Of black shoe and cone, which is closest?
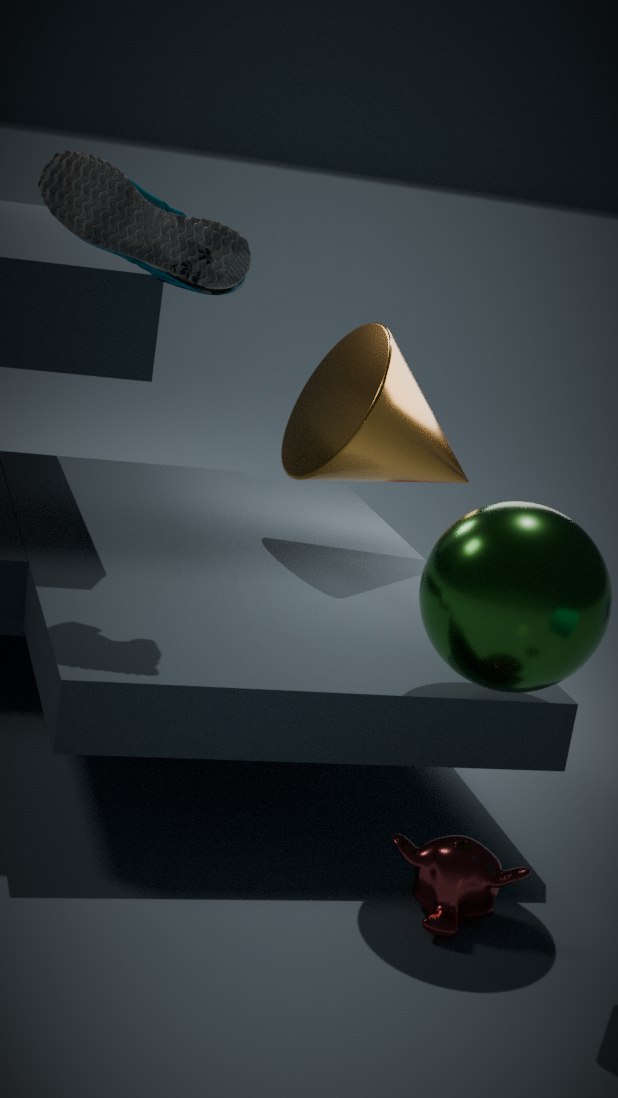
black shoe
